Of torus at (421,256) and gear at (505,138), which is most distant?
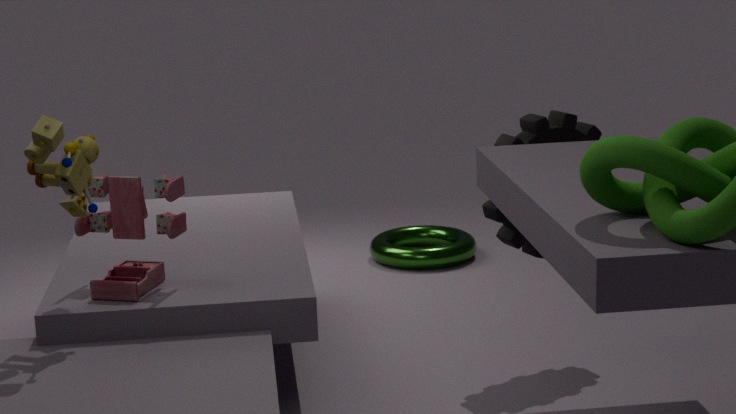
torus at (421,256)
